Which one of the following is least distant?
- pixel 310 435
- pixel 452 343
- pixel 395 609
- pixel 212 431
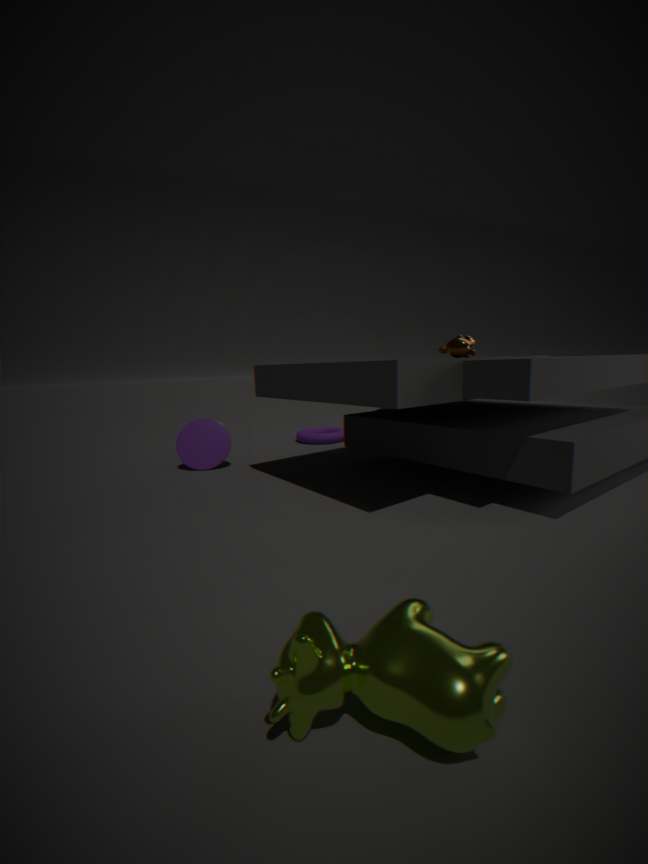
pixel 395 609
